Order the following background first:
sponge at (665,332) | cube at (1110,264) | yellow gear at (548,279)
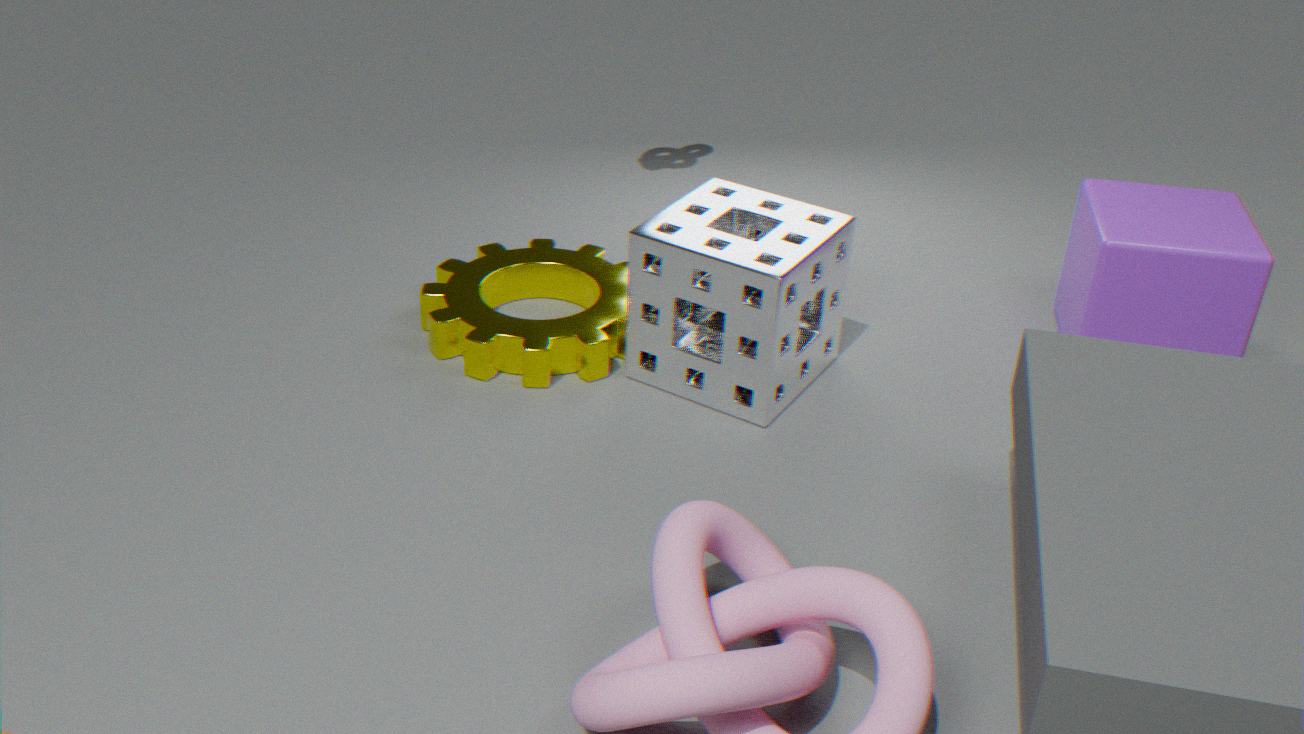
yellow gear at (548,279) → cube at (1110,264) → sponge at (665,332)
